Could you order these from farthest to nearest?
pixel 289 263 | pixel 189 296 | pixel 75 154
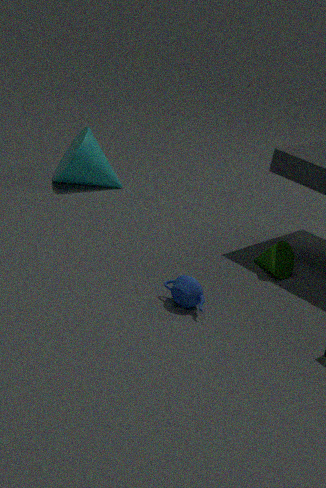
pixel 75 154 → pixel 289 263 → pixel 189 296
